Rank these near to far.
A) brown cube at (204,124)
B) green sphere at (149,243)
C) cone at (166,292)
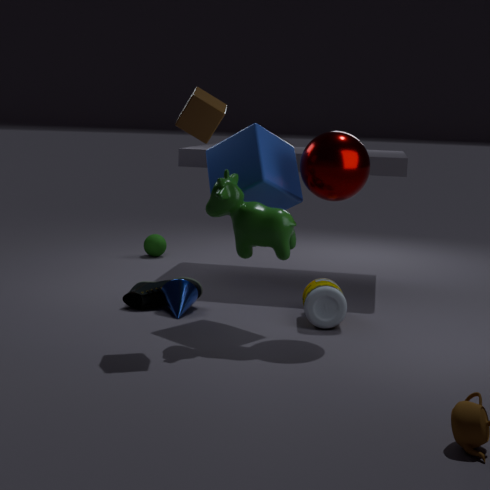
1. brown cube at (204,124)
2. cone at (166,292)
3. green sphere at (149,243)
